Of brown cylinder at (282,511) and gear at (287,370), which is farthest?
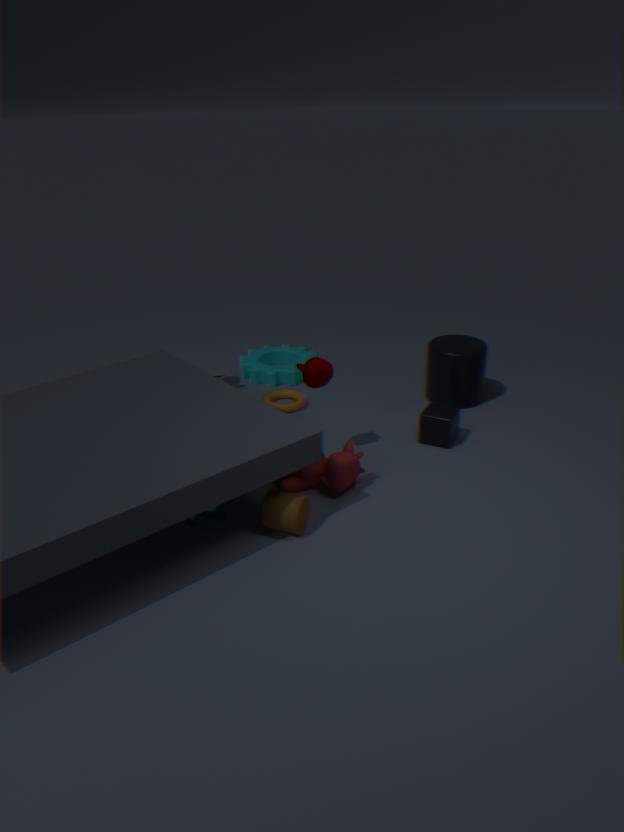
gear at (287,370)
